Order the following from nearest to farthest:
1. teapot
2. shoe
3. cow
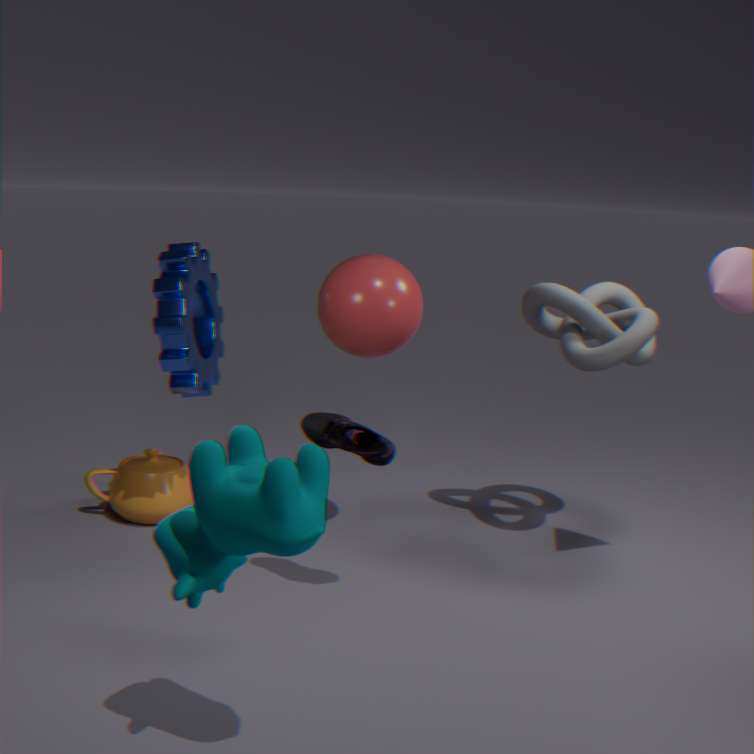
cow < shoe < teapot
